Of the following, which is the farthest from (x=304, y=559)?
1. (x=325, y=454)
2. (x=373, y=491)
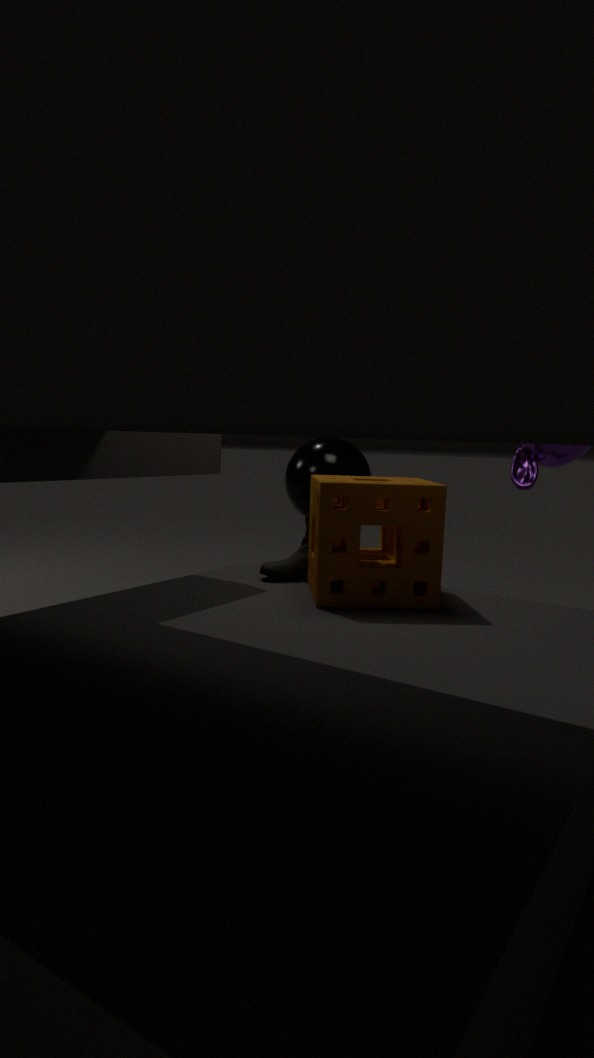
(x=325, y=454)
